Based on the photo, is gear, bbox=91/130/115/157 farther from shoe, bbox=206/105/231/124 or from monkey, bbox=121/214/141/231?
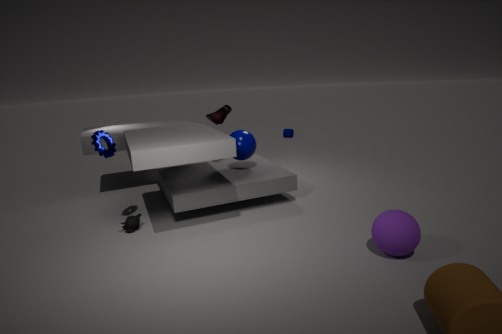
shoe, bbox=206/105/231/124
